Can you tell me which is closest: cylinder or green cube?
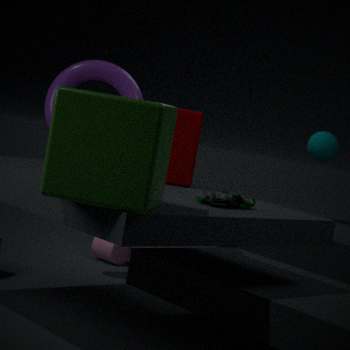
green cube
